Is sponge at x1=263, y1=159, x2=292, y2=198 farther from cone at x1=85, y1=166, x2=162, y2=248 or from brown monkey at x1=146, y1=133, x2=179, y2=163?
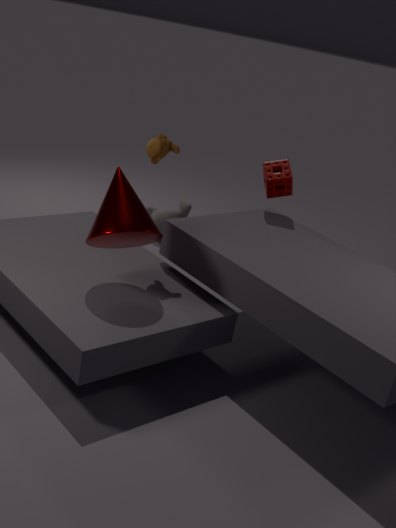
cone at x1=85, y1=166, x2=162, y2=248
